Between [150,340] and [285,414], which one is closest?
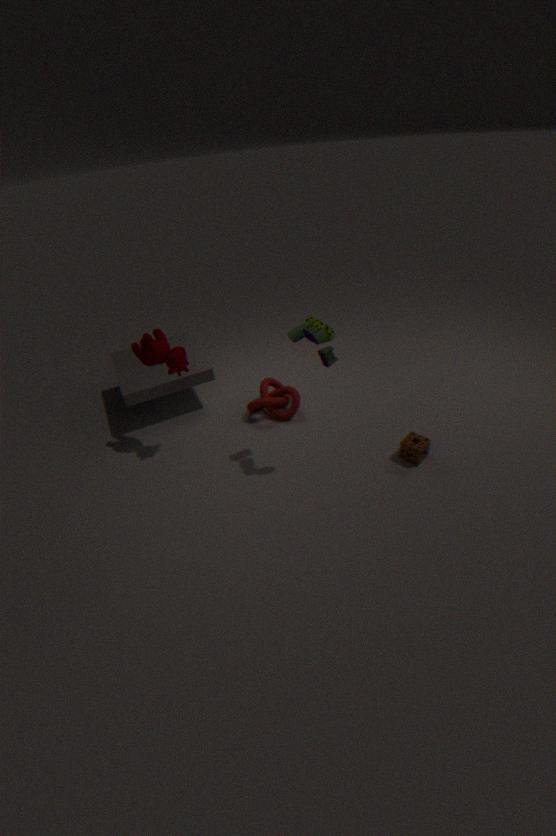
[150,340]
